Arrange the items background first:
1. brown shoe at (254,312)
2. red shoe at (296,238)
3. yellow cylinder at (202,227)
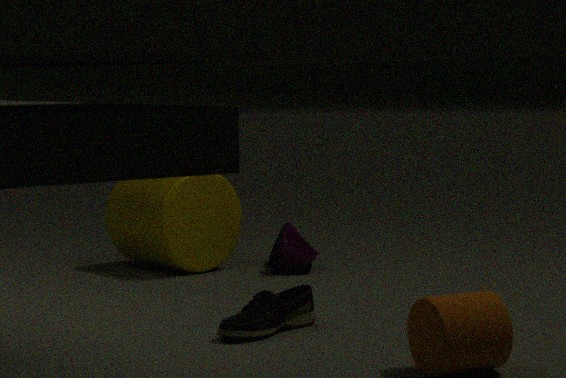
red shoe at (296,238) < yellow cylinder at (202,227) < brown shoe at (254,312)
